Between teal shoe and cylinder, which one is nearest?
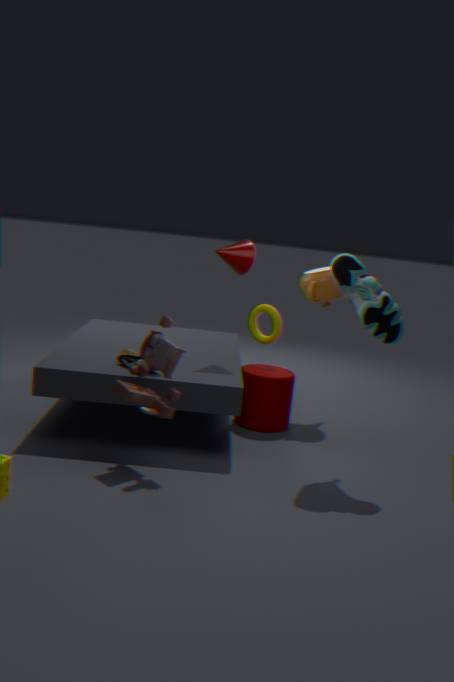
teal shoe
